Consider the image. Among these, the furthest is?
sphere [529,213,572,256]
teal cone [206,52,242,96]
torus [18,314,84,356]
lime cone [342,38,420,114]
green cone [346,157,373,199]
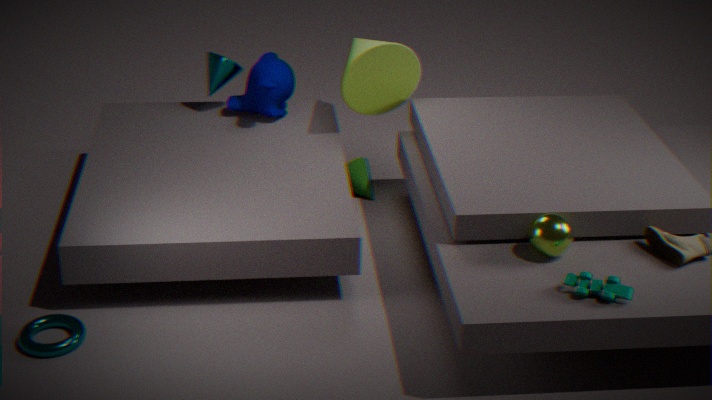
teal cone [206,52,242,96]
